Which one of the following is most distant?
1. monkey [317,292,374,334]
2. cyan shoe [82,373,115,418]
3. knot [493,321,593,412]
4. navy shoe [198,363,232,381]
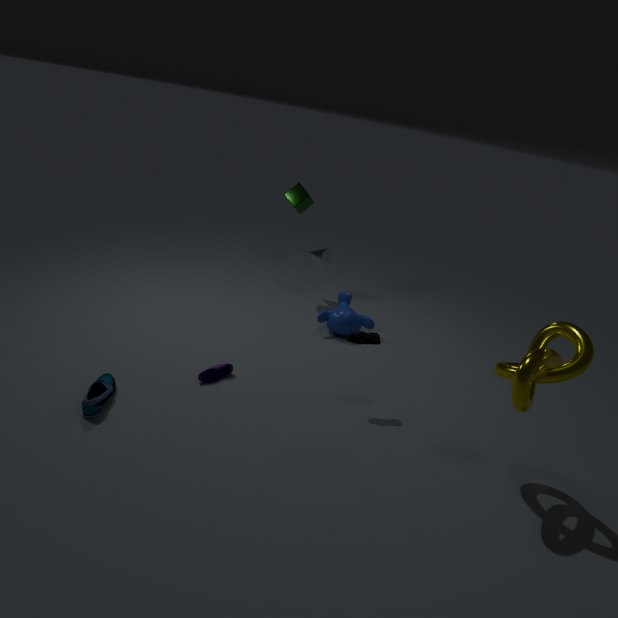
monkey [317,292,374,334]
